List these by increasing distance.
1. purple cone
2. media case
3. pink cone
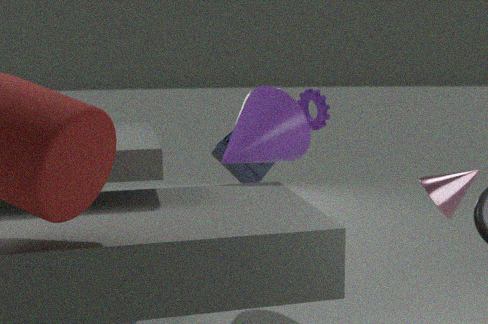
pink cone
purple cone
media case
